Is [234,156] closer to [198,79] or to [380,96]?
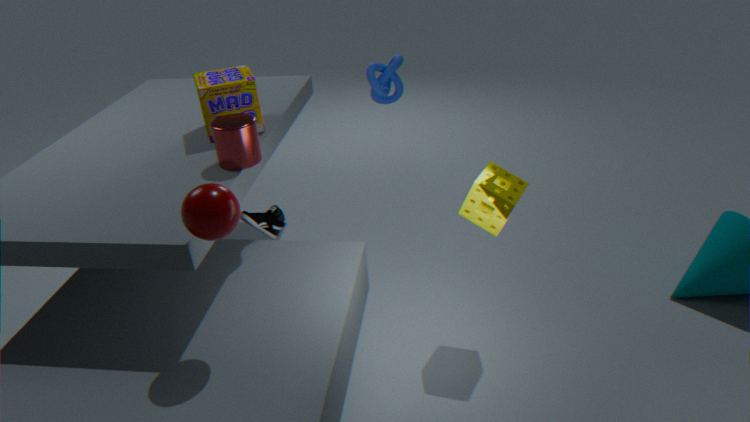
[198,79]
